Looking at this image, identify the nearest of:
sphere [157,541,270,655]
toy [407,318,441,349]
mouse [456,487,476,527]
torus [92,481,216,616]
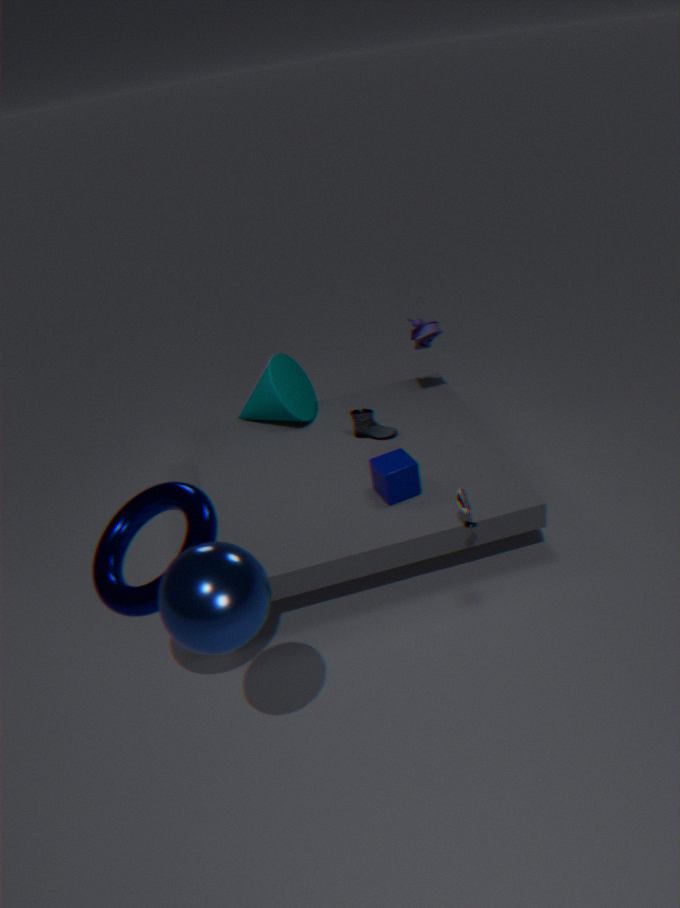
sphere [157,541,270,655]
